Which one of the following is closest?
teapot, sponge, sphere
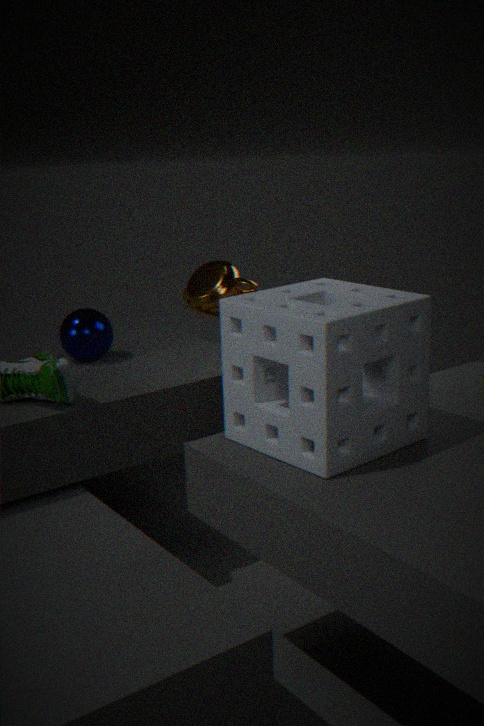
sponge
